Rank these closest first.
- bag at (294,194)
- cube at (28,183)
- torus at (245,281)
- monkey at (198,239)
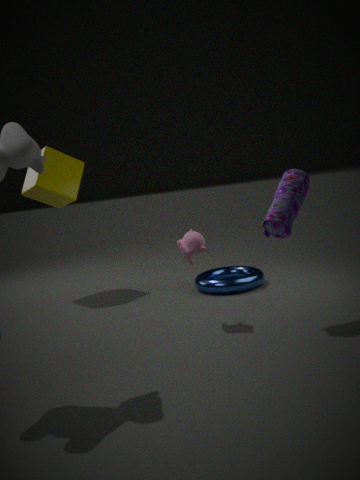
bag at (294,194)
monkey at (198,239)
torus at (245,281)
cube at (28,183)
